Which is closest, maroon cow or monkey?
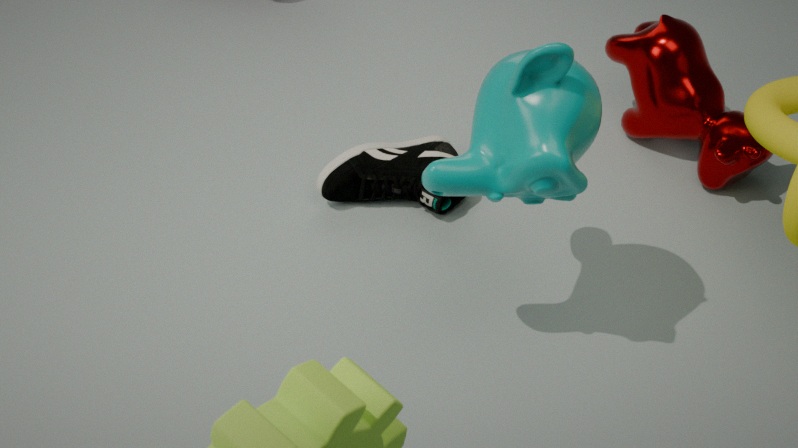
monkey
